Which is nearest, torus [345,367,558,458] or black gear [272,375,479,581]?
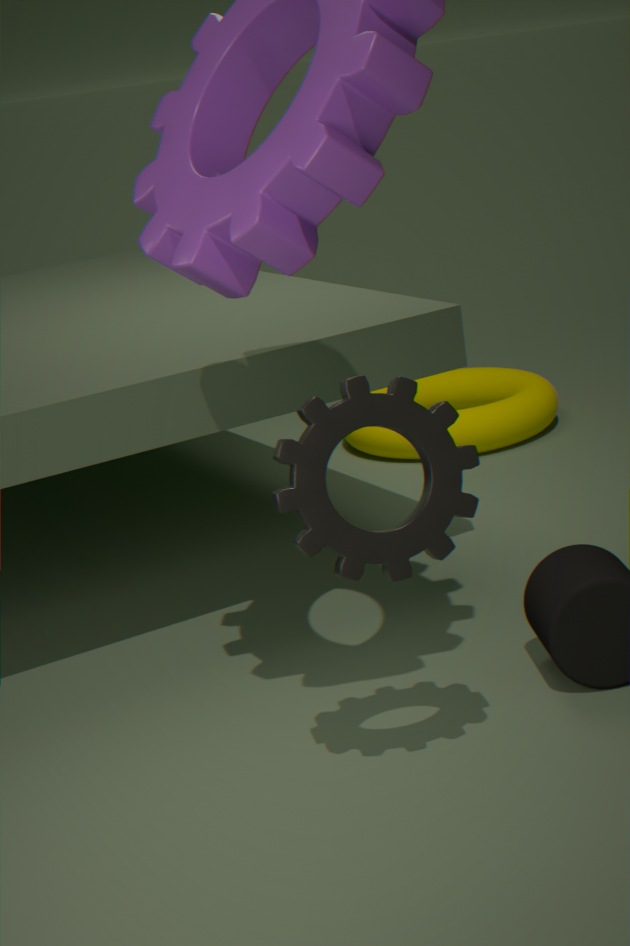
black gear [272,375,479,581]
